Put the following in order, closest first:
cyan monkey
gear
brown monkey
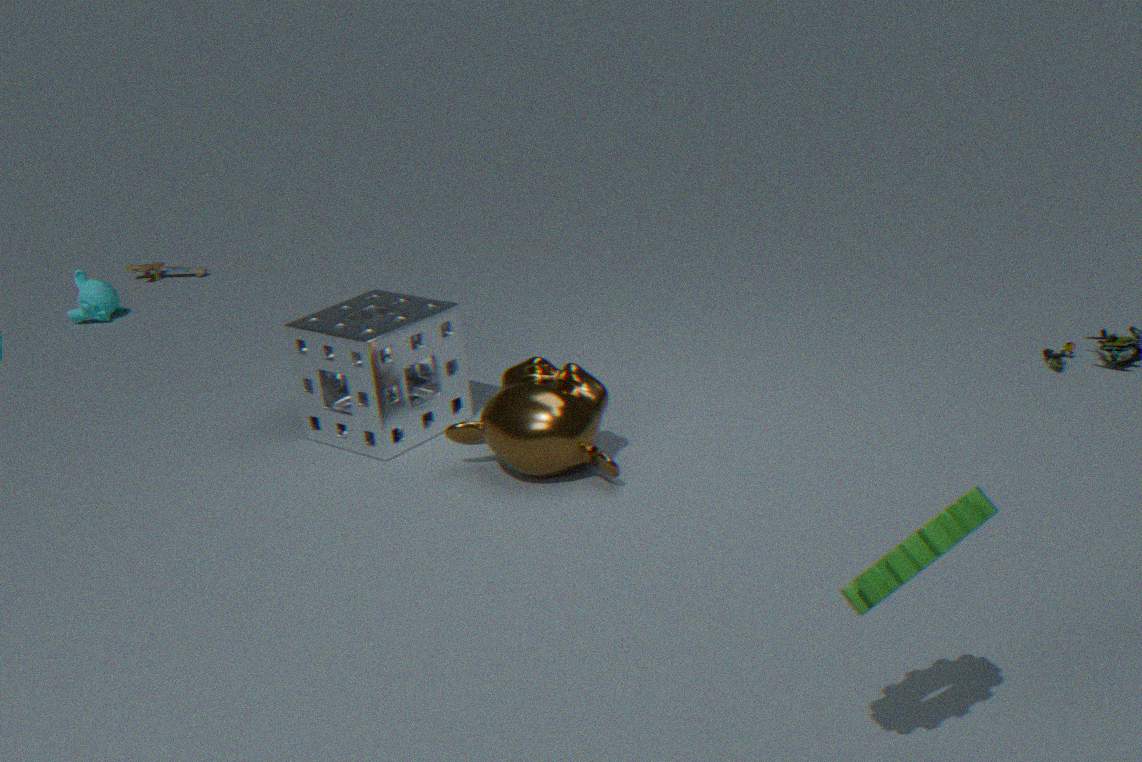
1. gear
2. brown monkey
3. cyan monkey
